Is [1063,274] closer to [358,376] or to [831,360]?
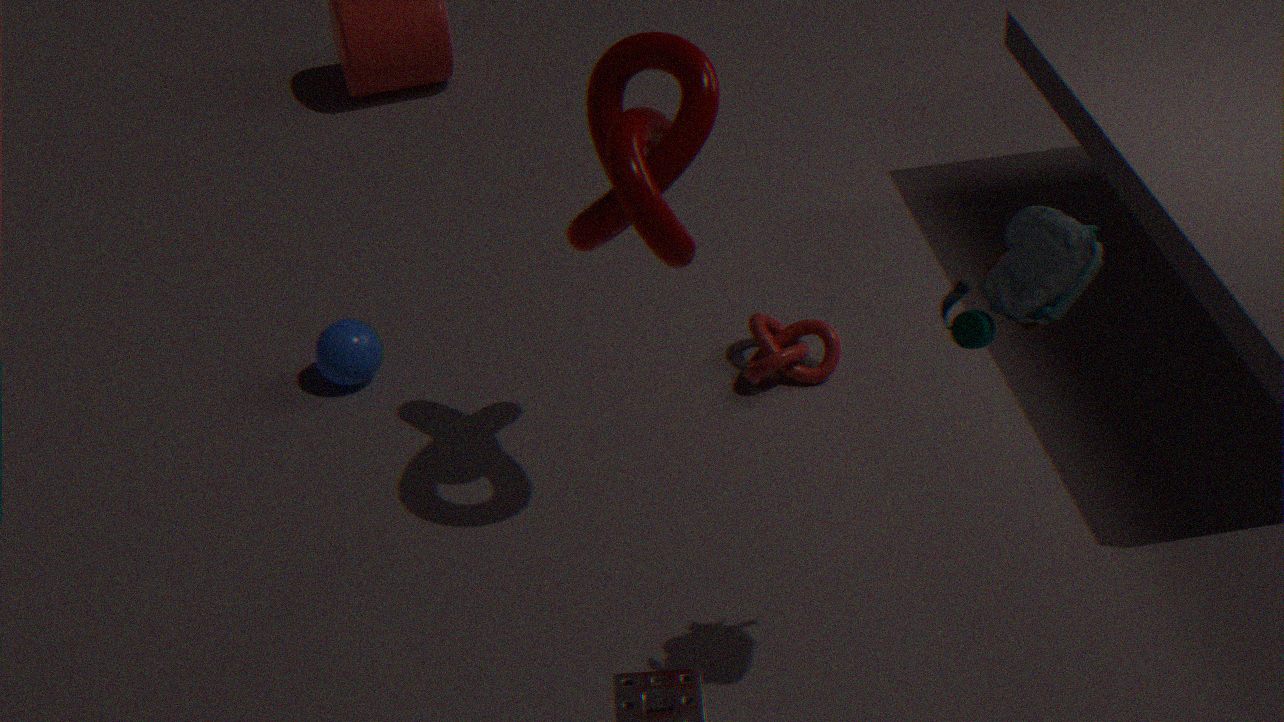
[831,360]
